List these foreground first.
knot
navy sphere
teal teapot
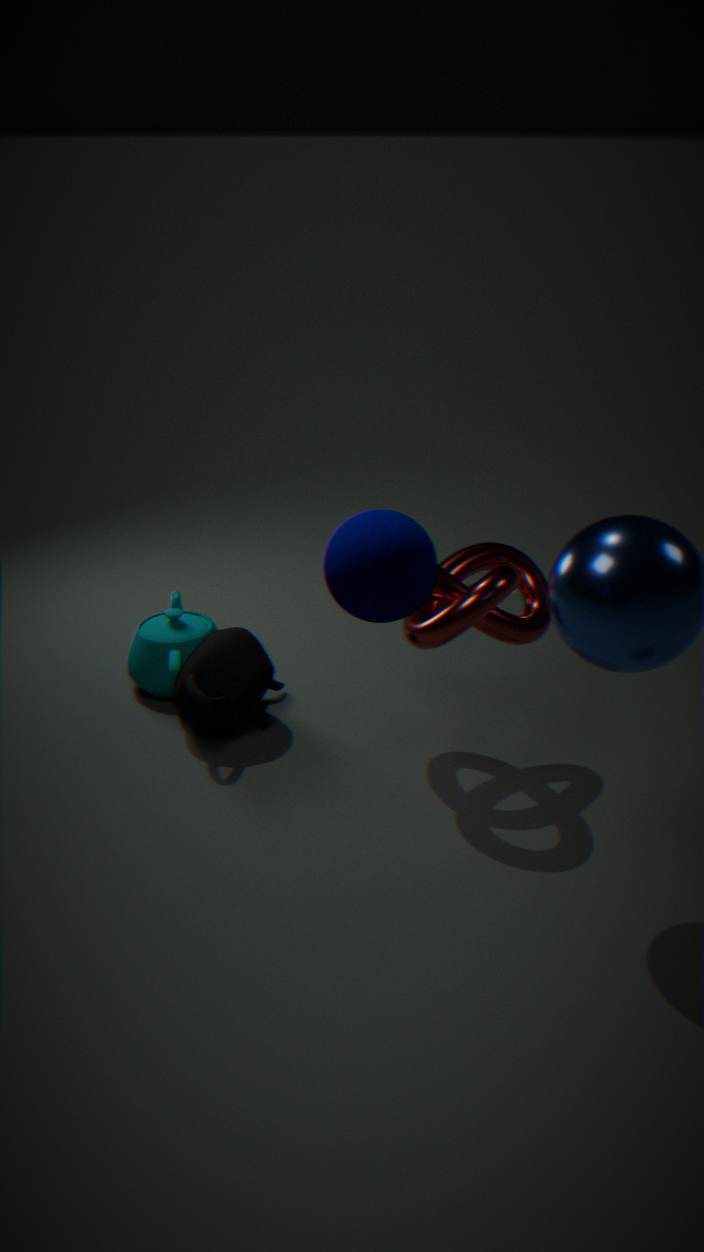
navy sphere → knot → teal teapot
